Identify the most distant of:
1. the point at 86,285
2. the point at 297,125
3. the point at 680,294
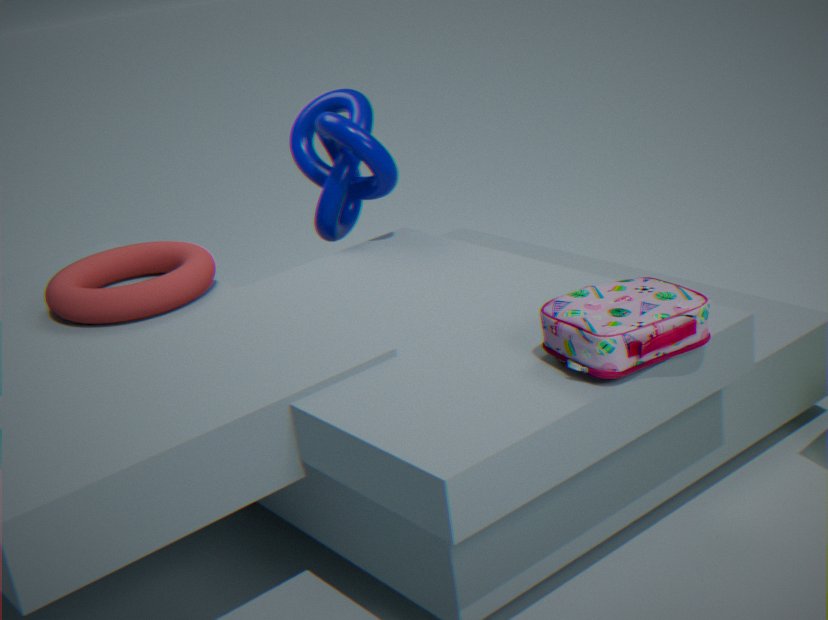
the point at 297,125
